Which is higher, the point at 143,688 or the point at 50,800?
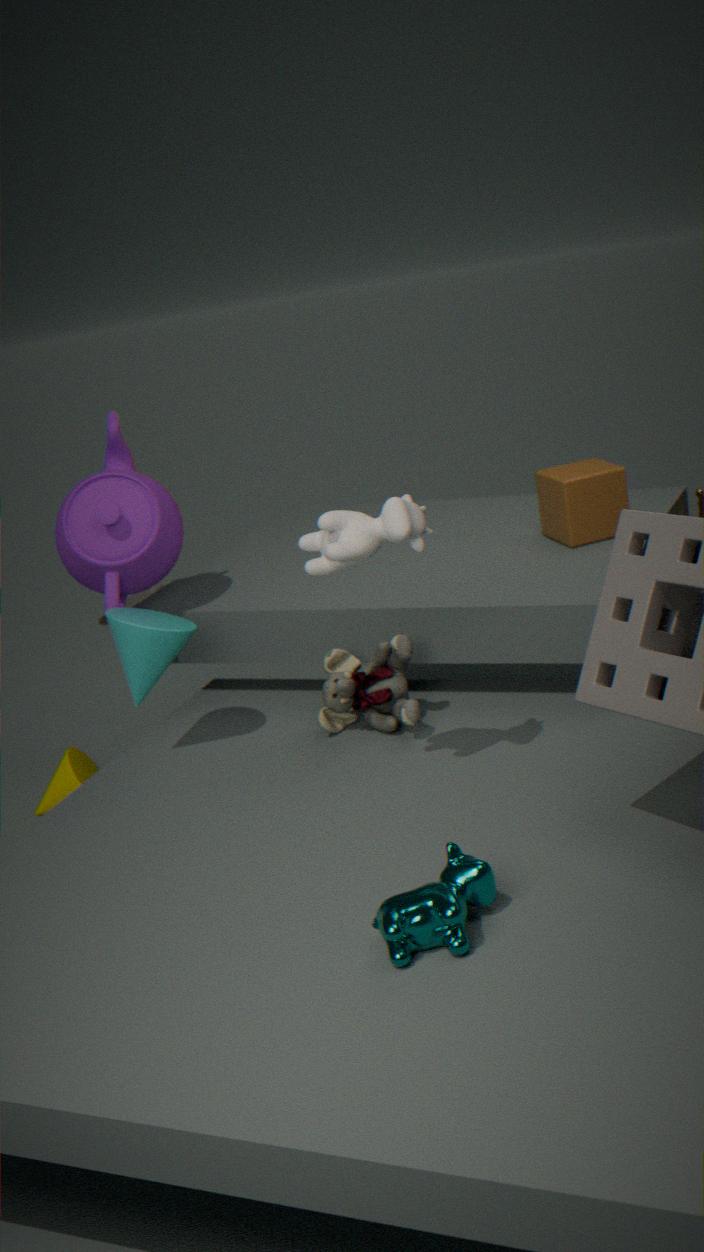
the point at 143,688
